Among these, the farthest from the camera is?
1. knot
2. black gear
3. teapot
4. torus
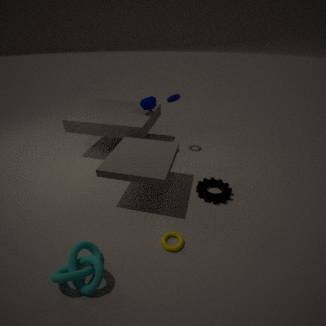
teapot
